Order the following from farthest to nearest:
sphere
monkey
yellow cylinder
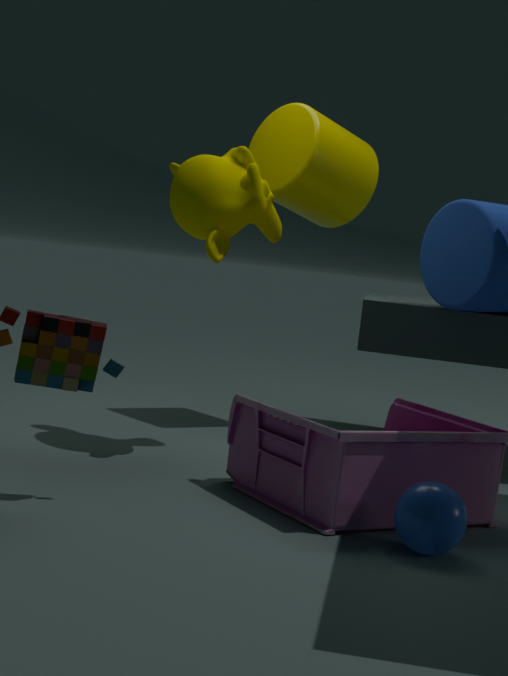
yellow cylinder
monkey
sphere
